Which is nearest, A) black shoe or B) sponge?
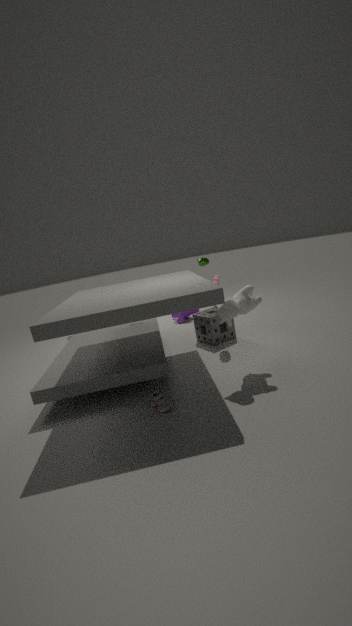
A. black shoe
